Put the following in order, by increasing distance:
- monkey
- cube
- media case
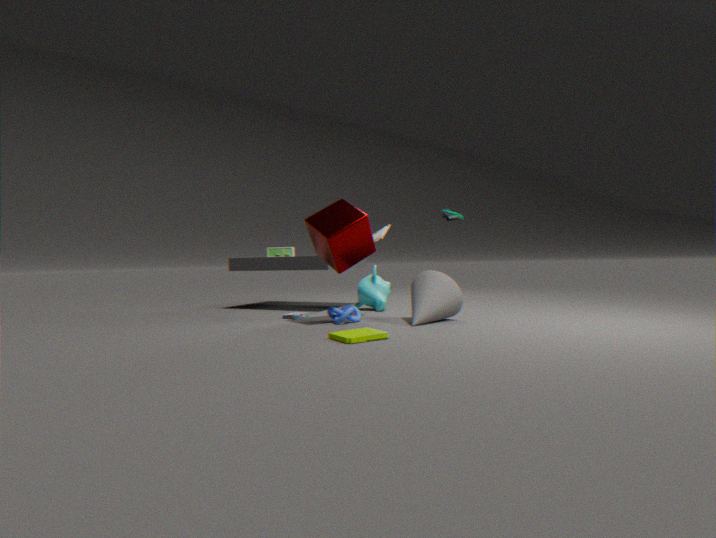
media case, cube, monkey
